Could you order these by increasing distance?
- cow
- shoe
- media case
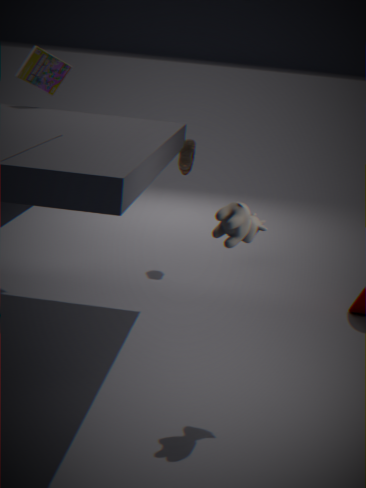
cow → media case → shoe
